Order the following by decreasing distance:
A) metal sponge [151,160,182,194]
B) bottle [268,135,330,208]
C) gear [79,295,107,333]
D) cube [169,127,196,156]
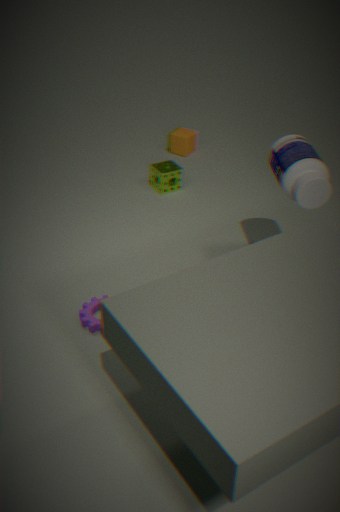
cube [169,127,196,156]
metal sponge [151,160,182,194]
gear [79,295,107,333]
bottle [268,135,330,208]
